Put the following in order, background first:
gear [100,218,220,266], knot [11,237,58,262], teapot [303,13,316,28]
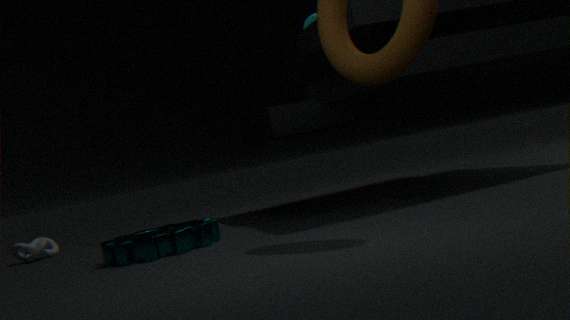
teapot [303,13,316,28] < knot [11,237,58,262] < gear [100,218,220,266]
